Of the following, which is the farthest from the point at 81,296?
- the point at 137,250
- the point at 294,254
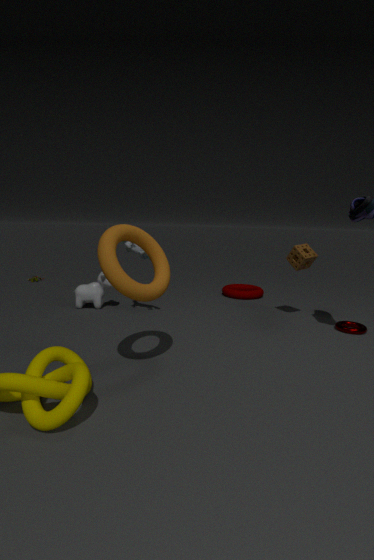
the point at 294,254
